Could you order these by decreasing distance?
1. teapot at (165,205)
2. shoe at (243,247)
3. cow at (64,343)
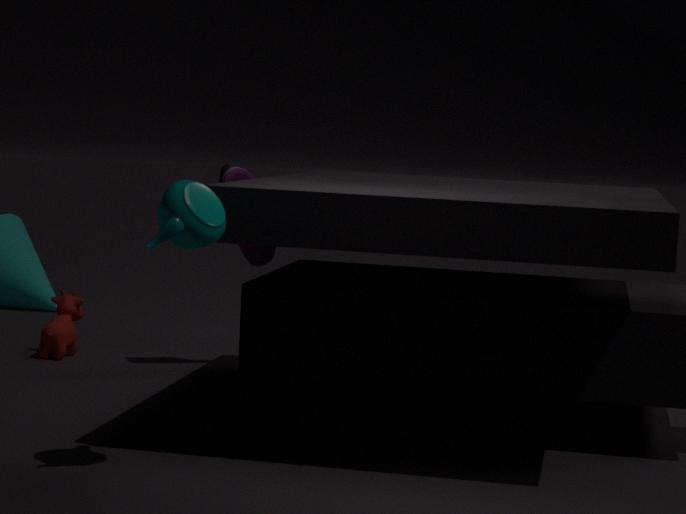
cow at (64,343) → shoe at (243,247) → teapot at (165,205)
